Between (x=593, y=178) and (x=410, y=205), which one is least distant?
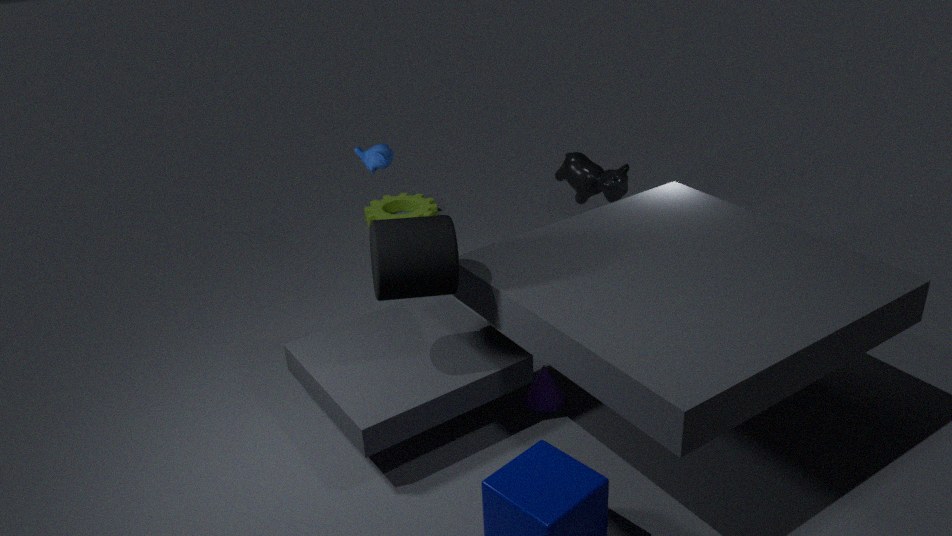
(x=593, y=178)
